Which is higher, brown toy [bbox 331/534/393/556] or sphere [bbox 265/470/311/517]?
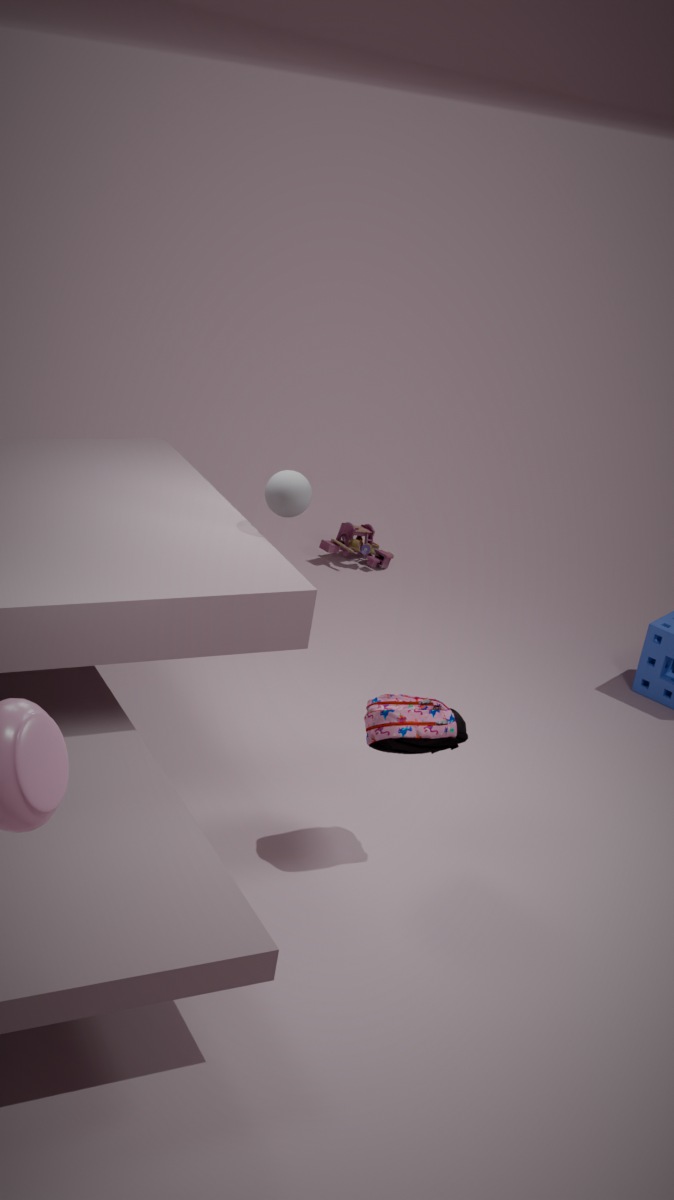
sphere [bbox 265/470/311/517]
